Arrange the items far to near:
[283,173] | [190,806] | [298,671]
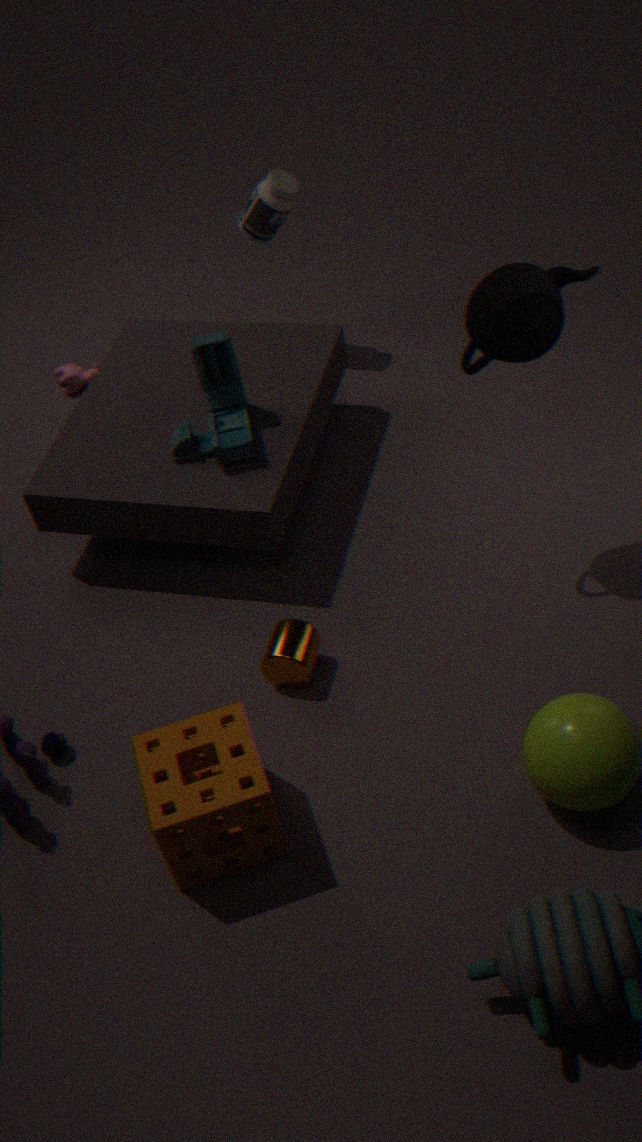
1. [283,173]
2. [298,671]
3. [190,806]
